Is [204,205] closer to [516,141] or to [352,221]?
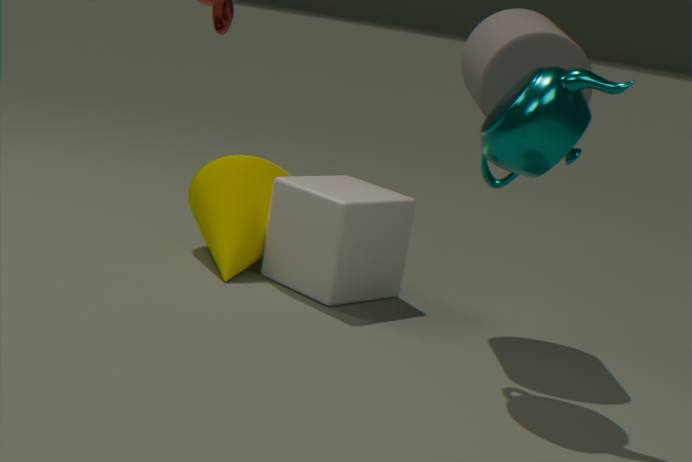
[352,221]
